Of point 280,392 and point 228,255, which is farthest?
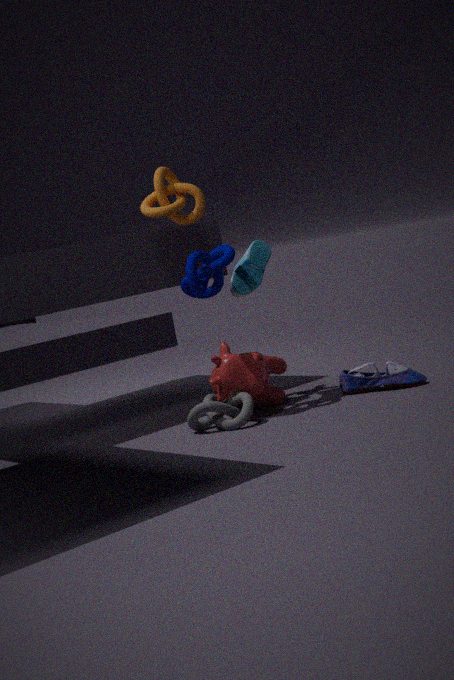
point 280,392
